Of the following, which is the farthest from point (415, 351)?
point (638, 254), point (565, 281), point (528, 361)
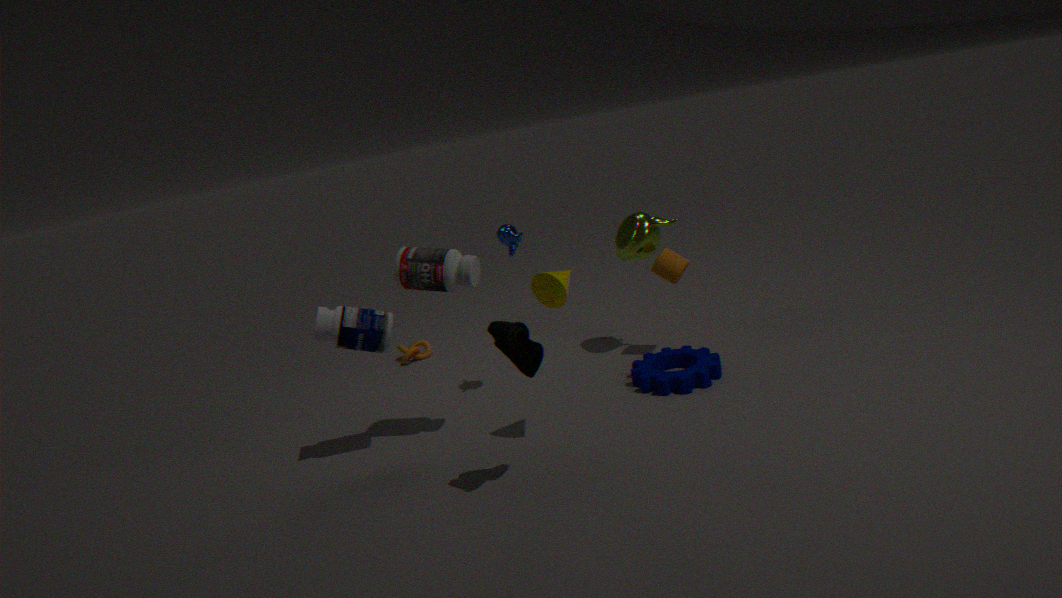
point (528, 361)
